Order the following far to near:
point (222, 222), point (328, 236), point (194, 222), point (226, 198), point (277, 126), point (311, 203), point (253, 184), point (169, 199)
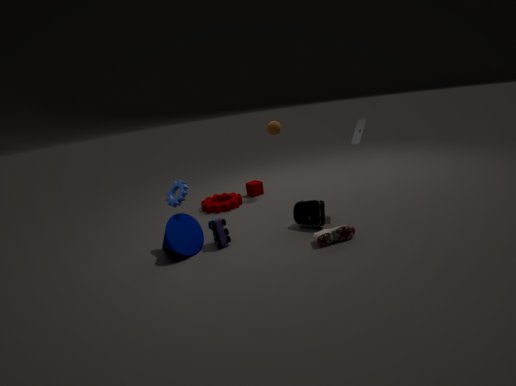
point (253, 184)
point (226, 198)
point (277, 126)
point (194, 222)
point (311, 203)
point (169, 199)
point (222, 222)
point (328, 236)
